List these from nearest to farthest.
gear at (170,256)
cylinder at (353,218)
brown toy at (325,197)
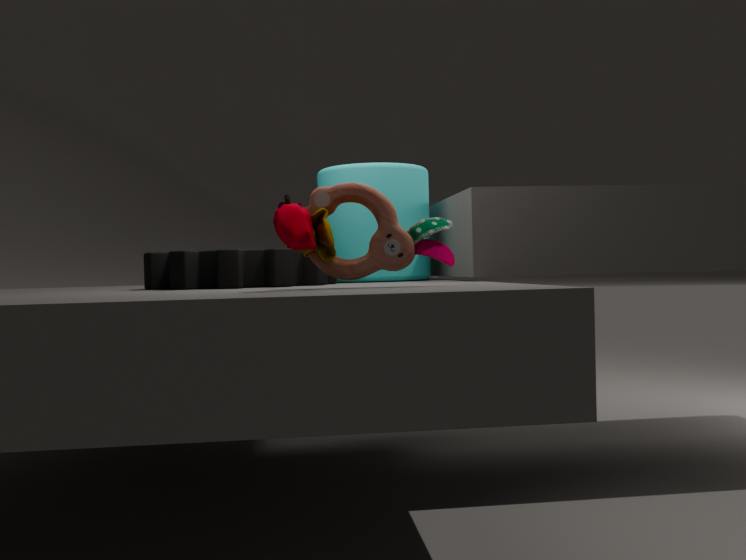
brown toy at (325,197) < gear at (170,256) < cylinder at (353,218)
